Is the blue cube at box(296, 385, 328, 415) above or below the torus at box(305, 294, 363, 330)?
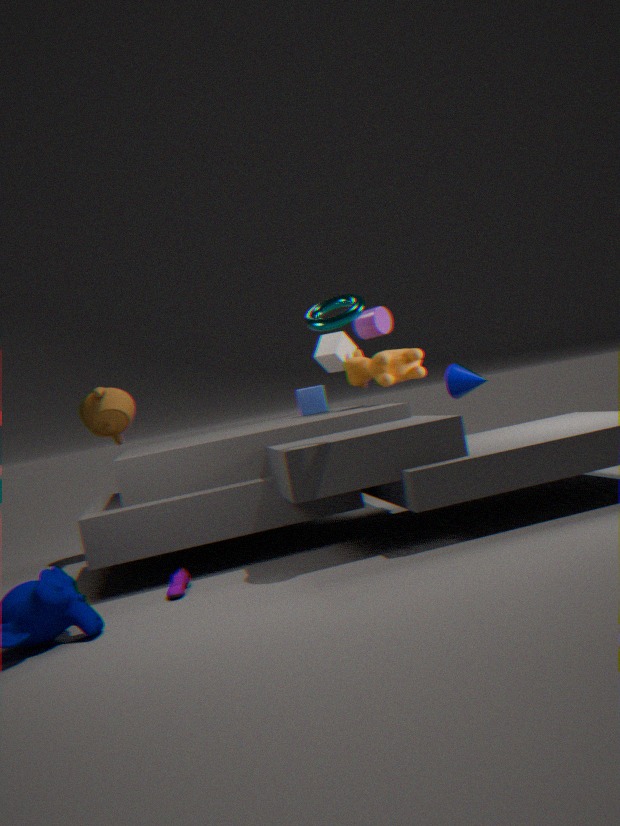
below
